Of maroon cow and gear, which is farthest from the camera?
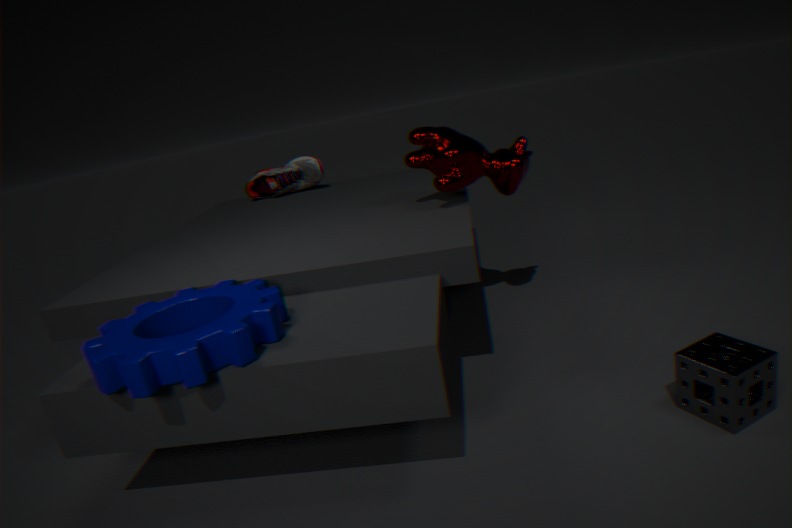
maroon cow
